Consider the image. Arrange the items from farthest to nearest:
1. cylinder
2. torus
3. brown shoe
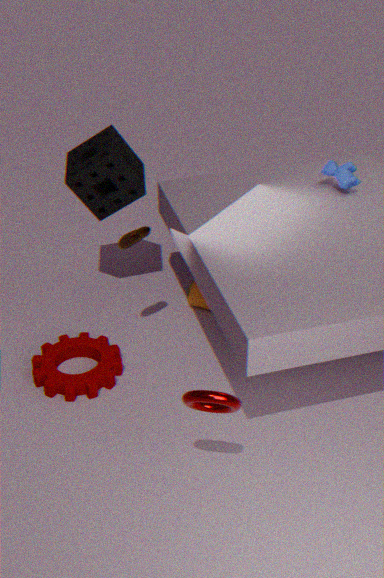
cylinder
brown shoe
torus
